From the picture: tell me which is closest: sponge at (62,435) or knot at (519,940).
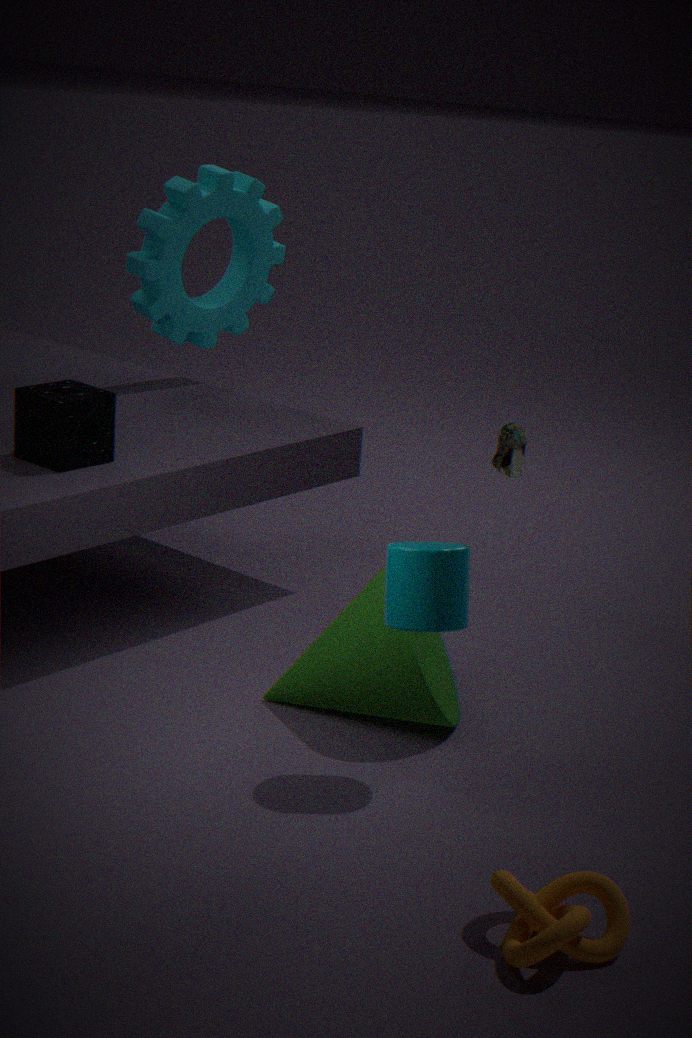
knot at (519,940)
